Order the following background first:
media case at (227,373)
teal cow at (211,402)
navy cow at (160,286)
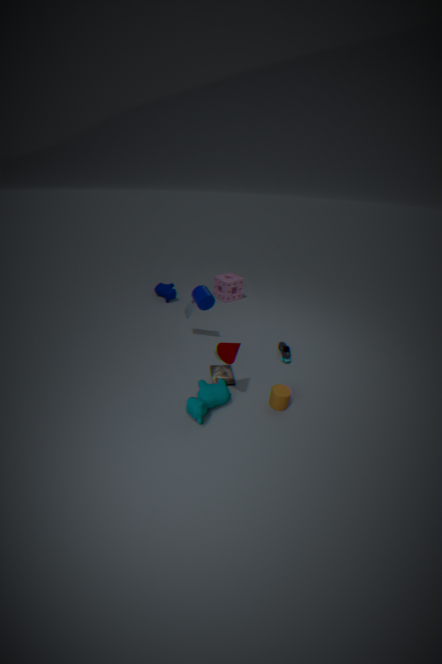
1. navy cow at (160,286)
2. media case at (227,373)
3. teal cow at (211,402)
